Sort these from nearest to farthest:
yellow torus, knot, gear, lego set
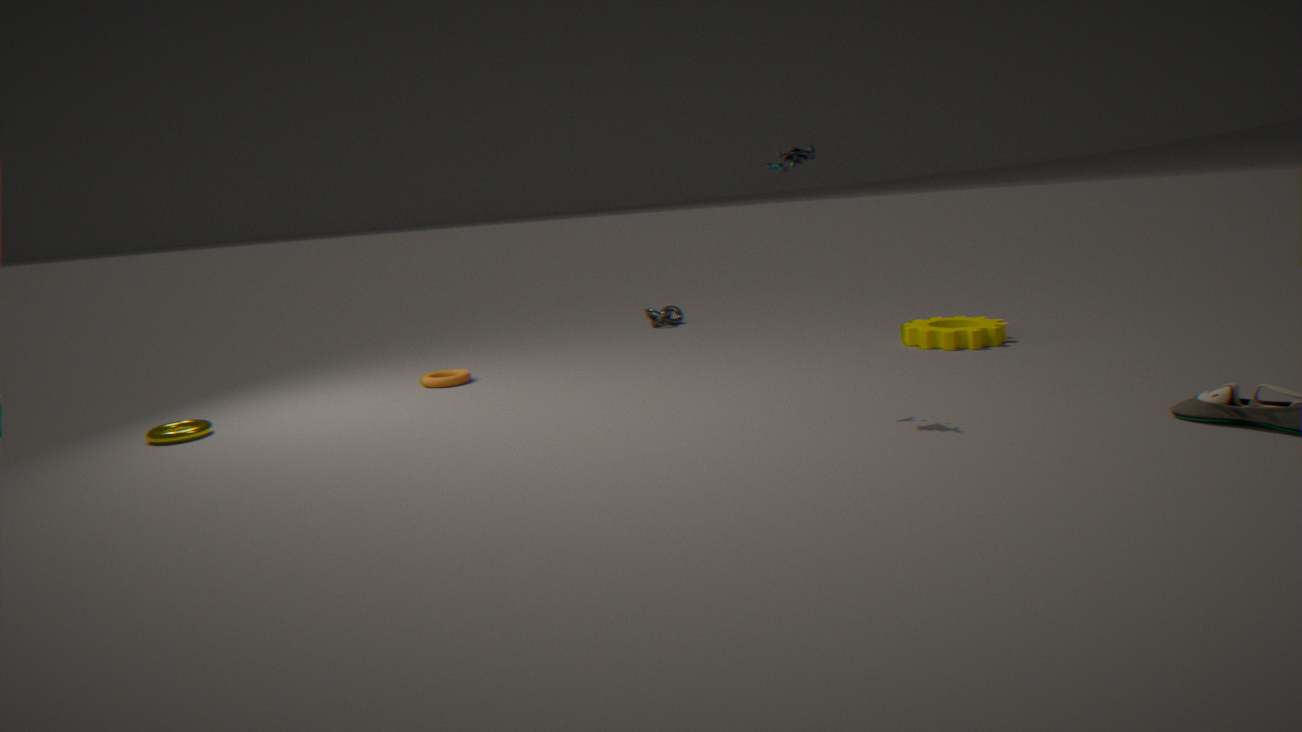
1. lego set
2. yellow torus
3. gear
4. knot
